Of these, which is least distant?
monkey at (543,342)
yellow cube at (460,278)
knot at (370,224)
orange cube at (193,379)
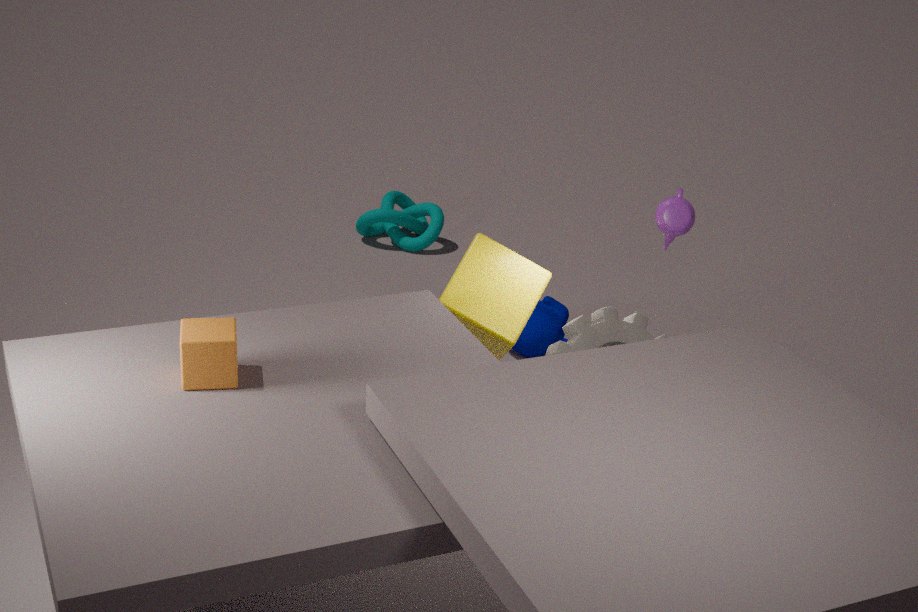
orange cube at (193,379)
